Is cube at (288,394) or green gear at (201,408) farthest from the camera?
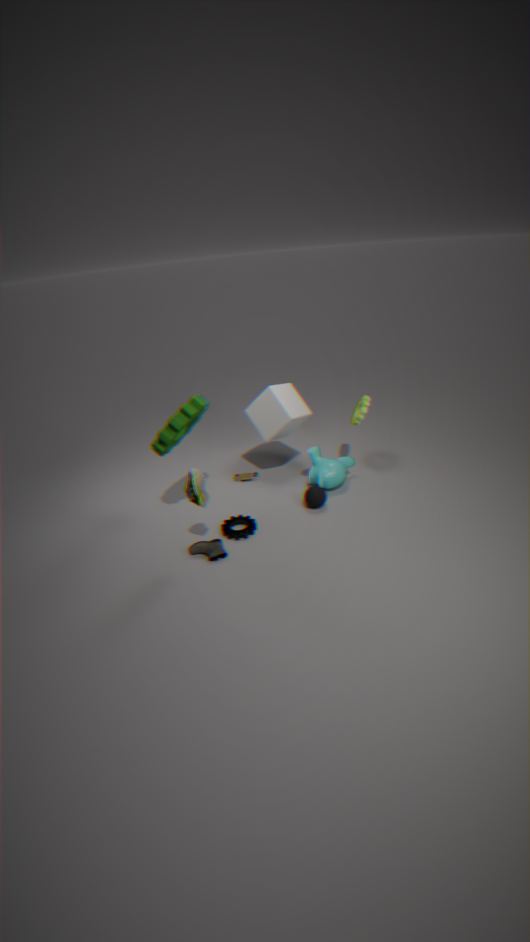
cube at (288,394)
